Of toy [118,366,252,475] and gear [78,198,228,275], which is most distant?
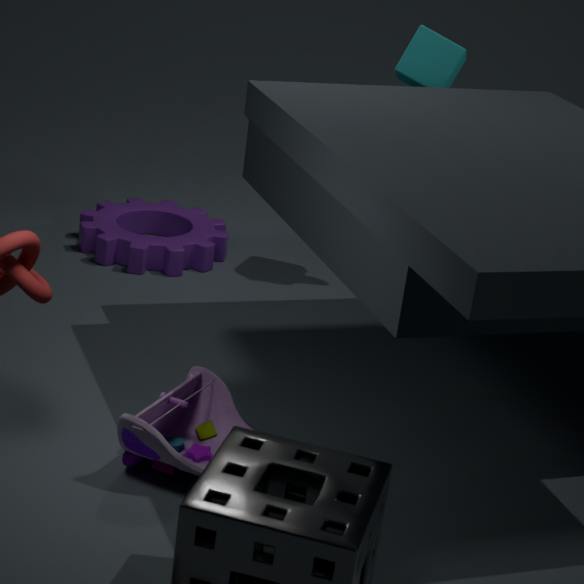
gear [78,198,228,275]
